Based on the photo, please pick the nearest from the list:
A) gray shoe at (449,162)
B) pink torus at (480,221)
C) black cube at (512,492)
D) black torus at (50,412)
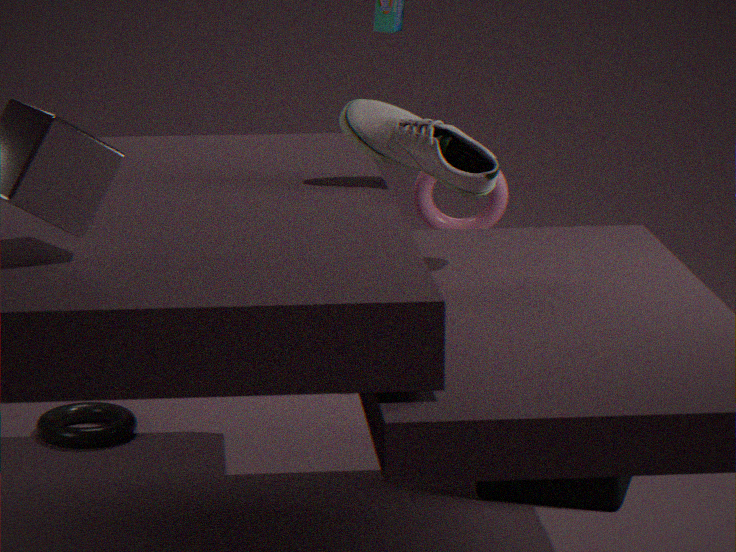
gray shoe at (449,162)
